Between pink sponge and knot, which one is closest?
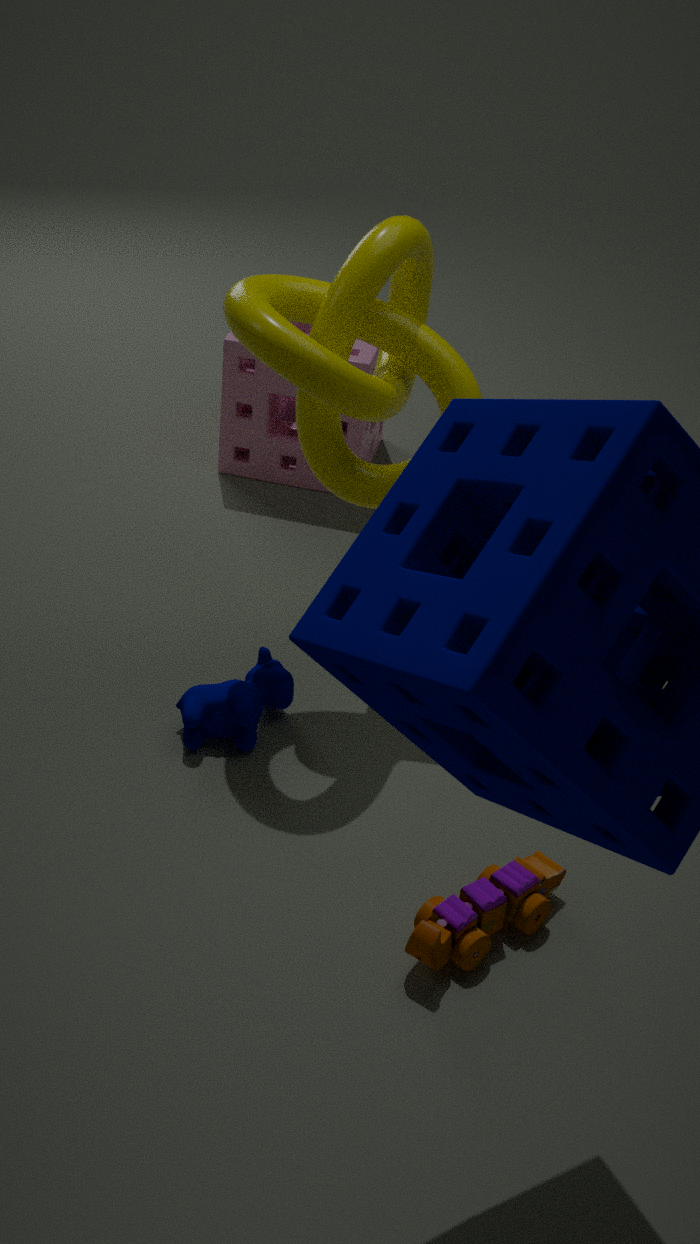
knot
